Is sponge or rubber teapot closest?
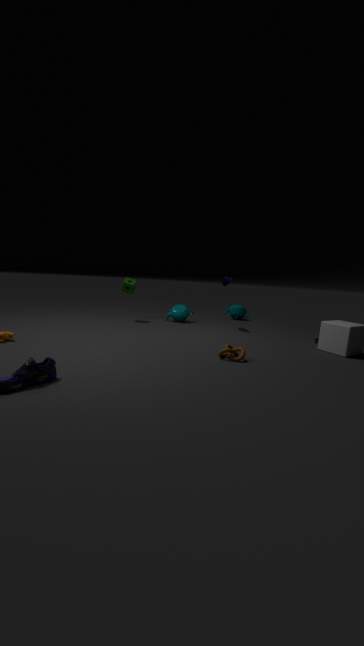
sponge
